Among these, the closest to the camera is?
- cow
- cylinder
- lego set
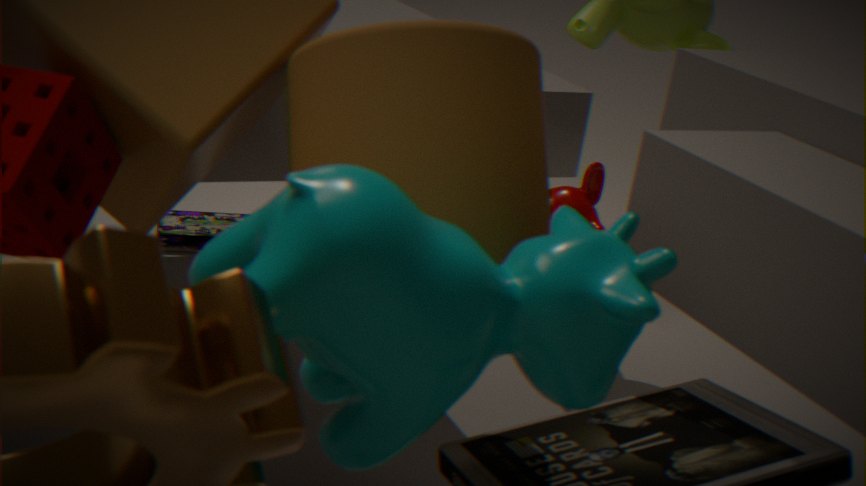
cow
